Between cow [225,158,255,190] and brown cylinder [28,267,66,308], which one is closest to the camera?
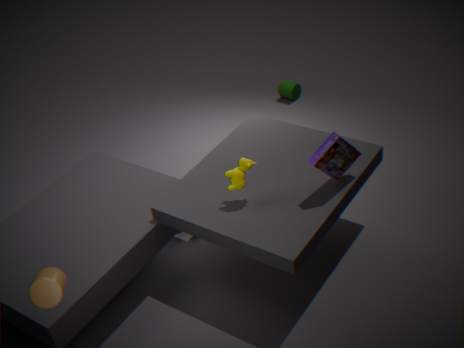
brown cylinder [28,267,66,308]
